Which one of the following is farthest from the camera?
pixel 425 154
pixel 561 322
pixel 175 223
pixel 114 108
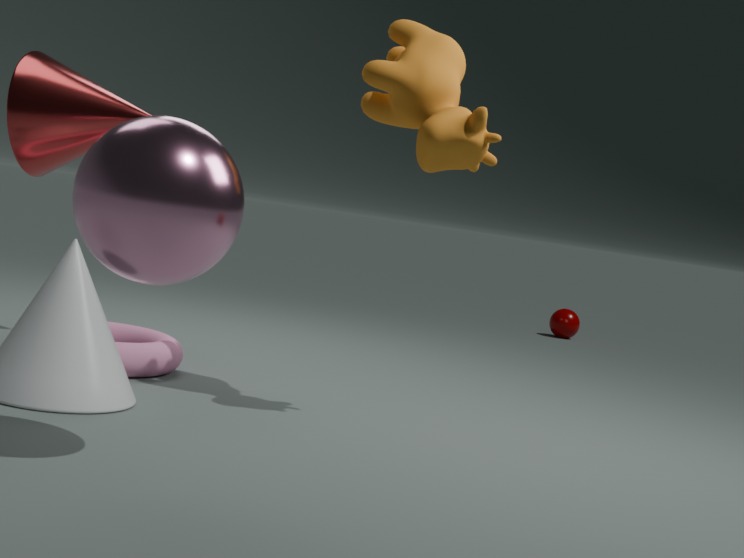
pixel 561 322
